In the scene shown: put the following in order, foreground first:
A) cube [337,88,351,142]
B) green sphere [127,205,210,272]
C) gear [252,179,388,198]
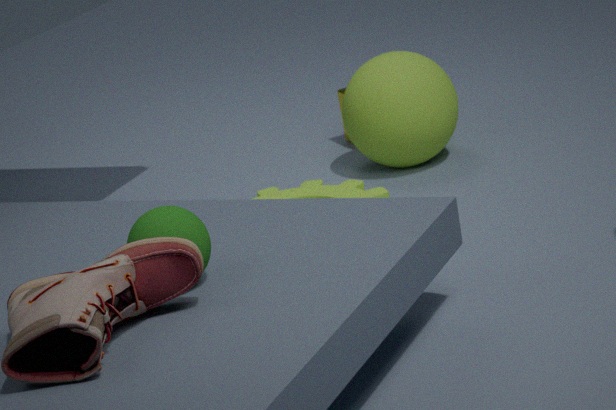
B. green sphere [127,205,210,272] → C. gear [252,179,388,198] → A. cube [337,88,351,142]
